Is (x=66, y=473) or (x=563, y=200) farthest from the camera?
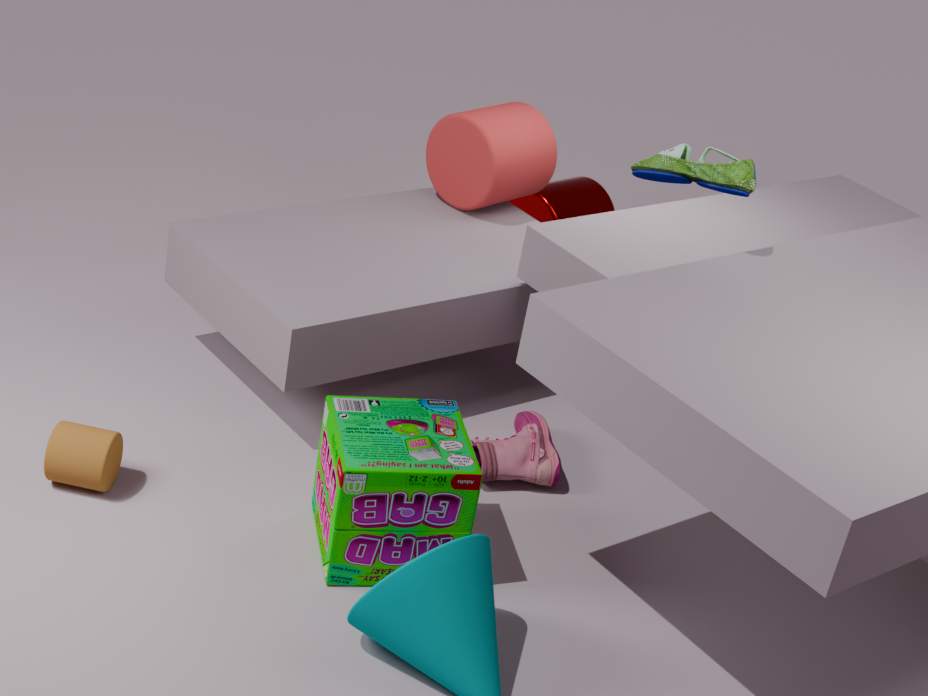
(x=563, y=200)
